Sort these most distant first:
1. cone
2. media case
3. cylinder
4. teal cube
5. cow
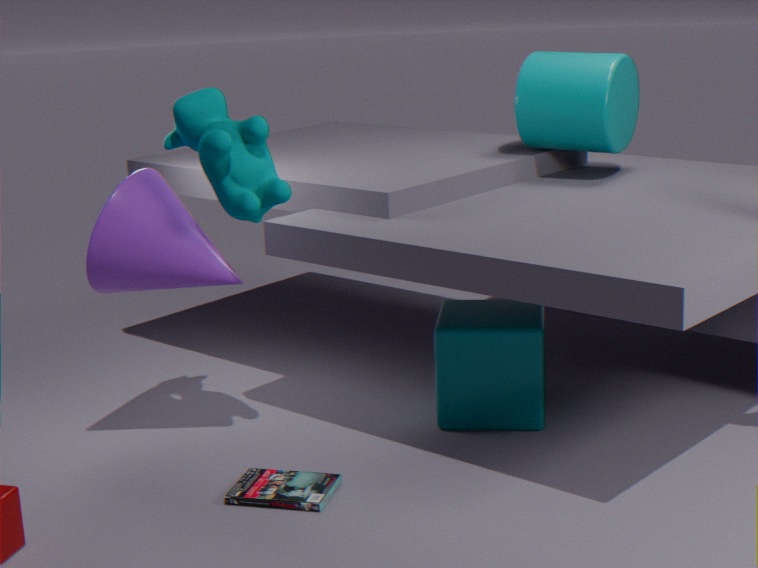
cylinder → teal cube → cone → cow → media case
